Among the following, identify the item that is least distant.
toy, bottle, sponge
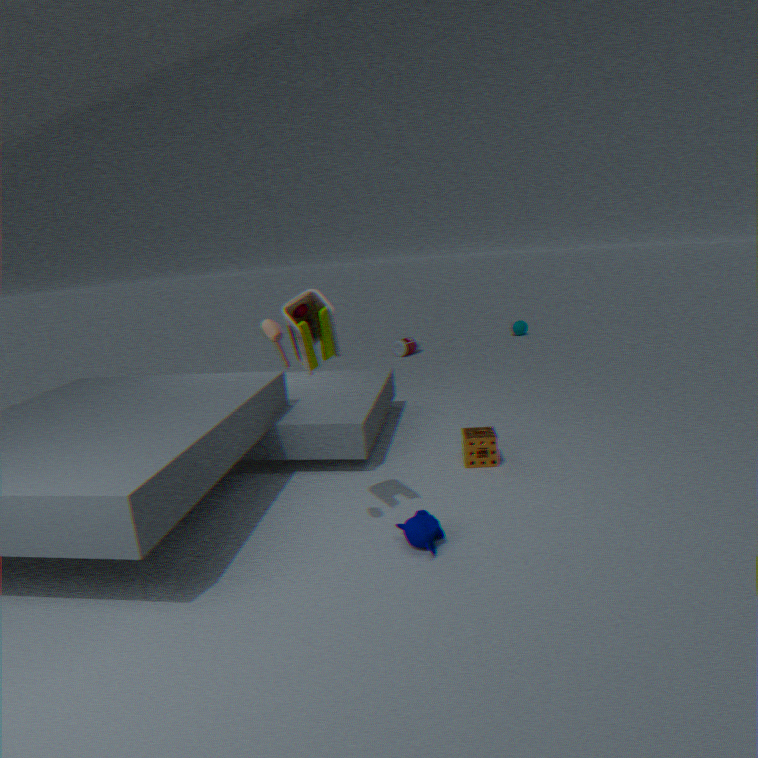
toy
